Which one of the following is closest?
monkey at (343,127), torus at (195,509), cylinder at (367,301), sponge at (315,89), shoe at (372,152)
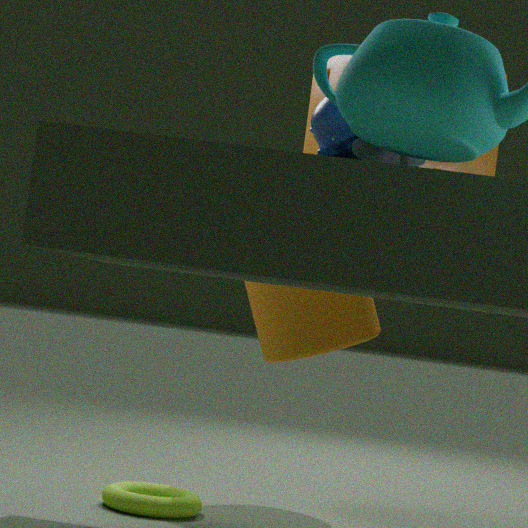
shoe at (372,152)
